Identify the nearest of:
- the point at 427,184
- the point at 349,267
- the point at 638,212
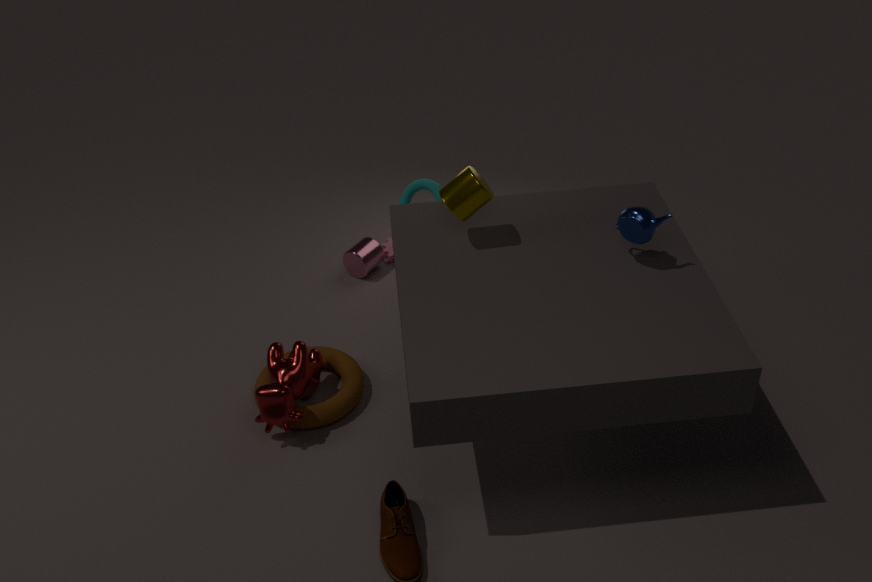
the point at 638,212
